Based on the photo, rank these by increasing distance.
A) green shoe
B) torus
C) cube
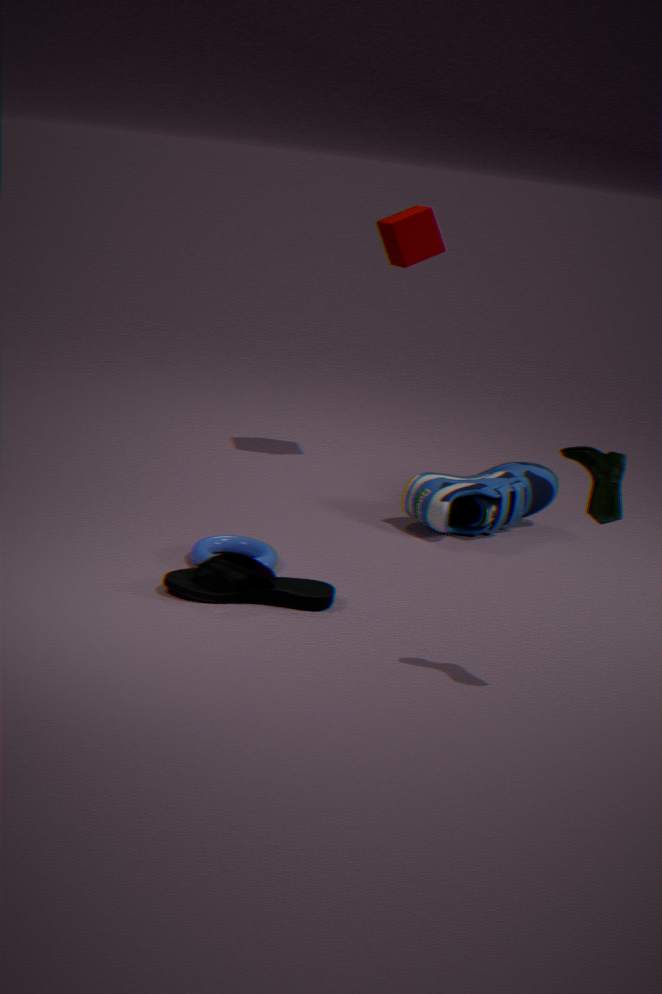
green shoe < torus < cube
